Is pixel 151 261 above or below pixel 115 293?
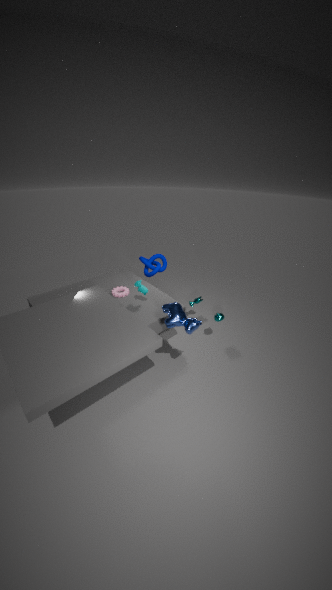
above
